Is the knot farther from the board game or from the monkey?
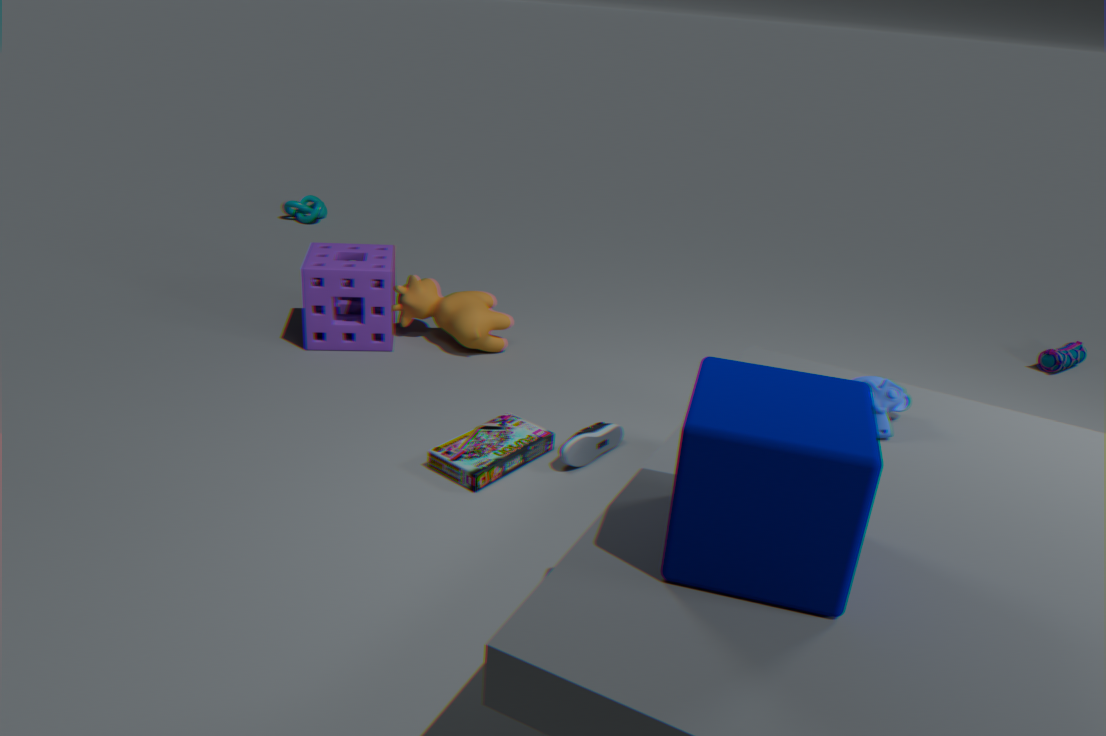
the monkey
